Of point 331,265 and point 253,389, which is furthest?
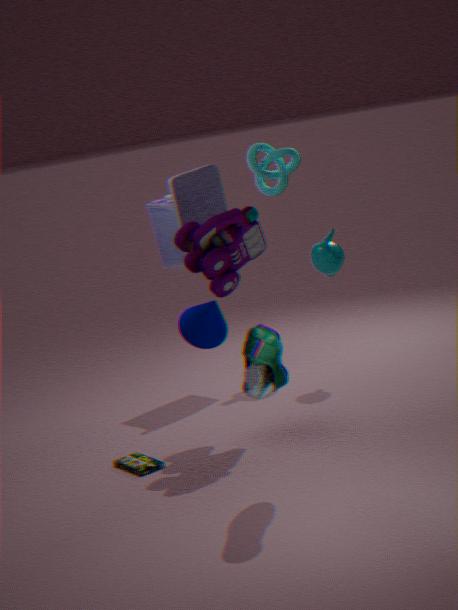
point 331,265
